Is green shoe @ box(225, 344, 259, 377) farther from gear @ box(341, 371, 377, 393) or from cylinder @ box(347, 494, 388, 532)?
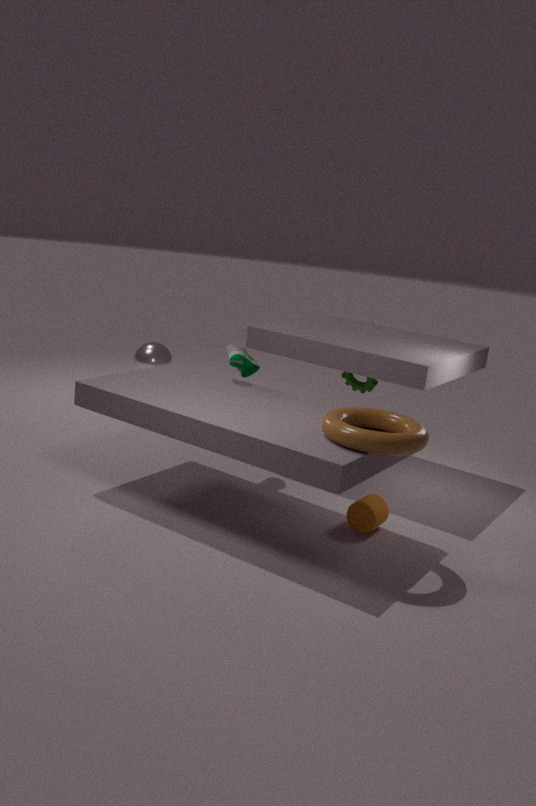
cylinder @ box(347, 494, 388, 532)
